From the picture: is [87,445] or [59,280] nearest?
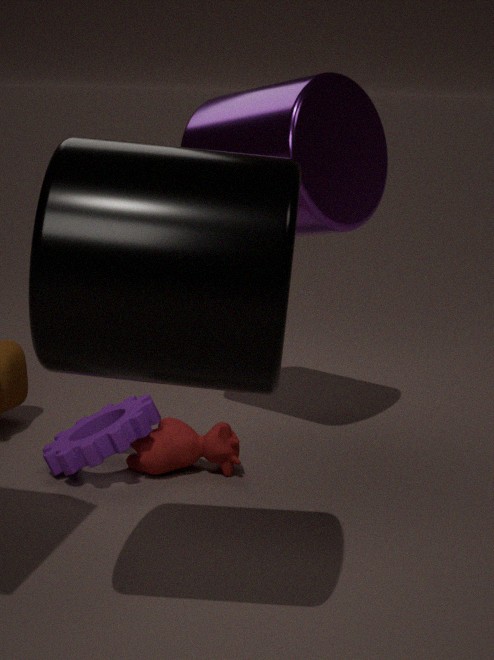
[59,280]
